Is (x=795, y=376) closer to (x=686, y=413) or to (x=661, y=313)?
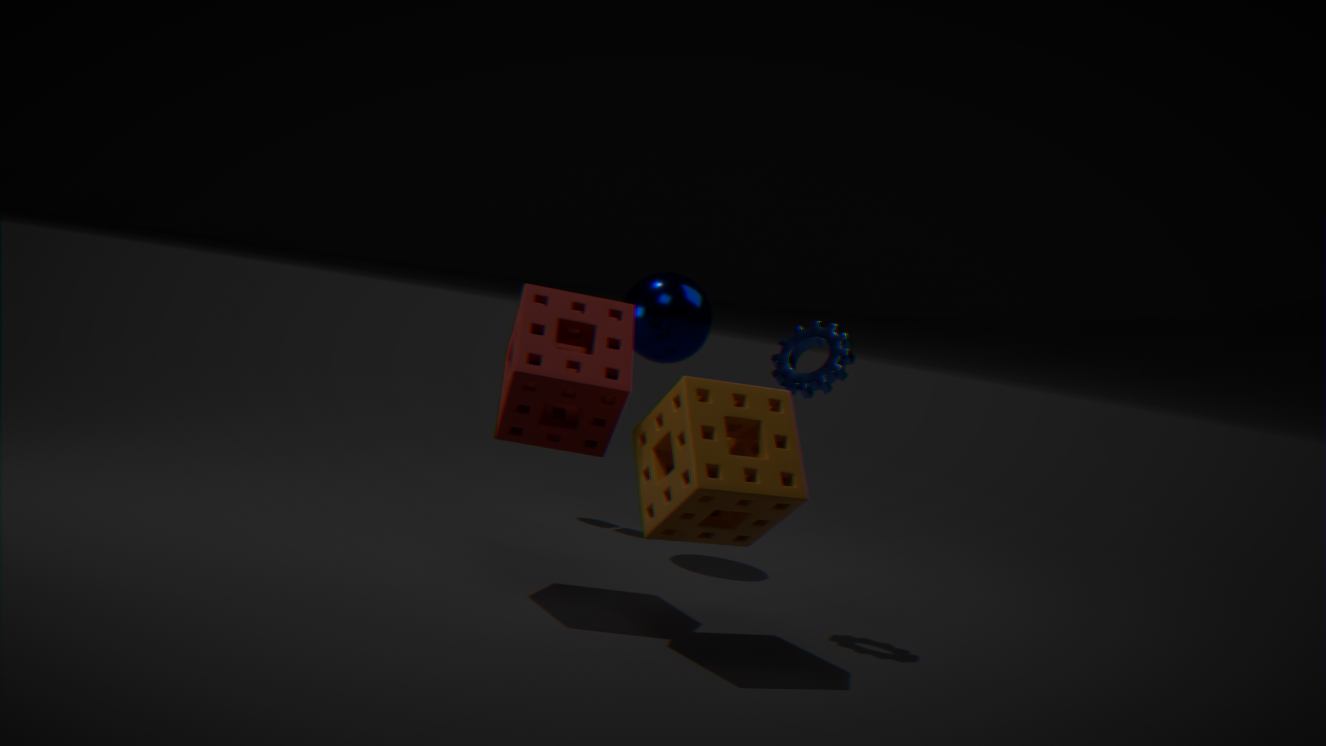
(x=686, y=413)
